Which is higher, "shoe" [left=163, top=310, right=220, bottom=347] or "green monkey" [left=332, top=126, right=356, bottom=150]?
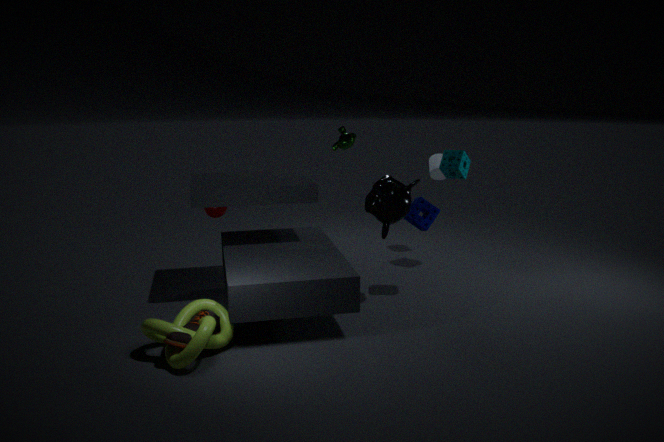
"green monkey" [left=332, top=126, right=356, bottom=150]
